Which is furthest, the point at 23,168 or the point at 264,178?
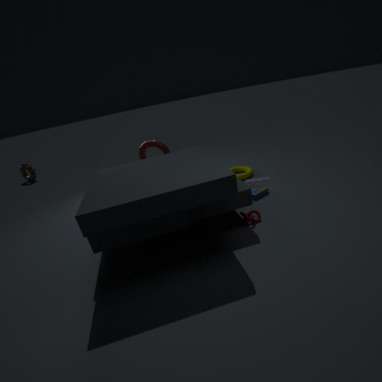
the point at 23,168
